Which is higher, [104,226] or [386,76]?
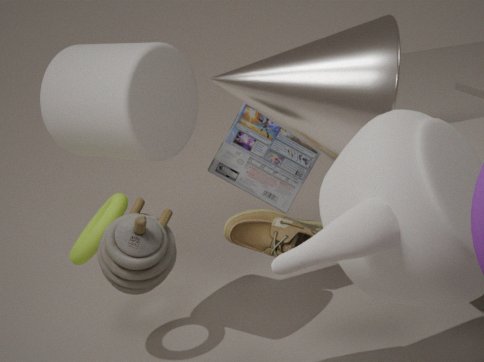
[386,76]
